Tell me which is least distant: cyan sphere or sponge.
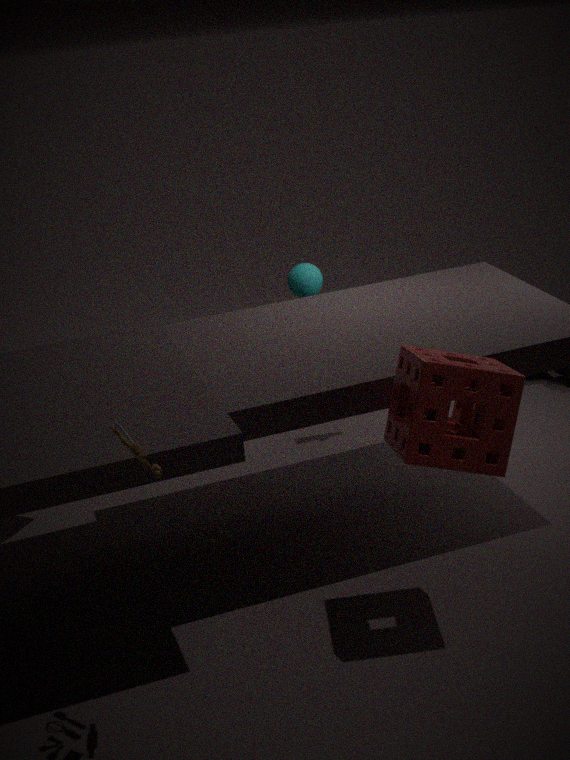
sponge
